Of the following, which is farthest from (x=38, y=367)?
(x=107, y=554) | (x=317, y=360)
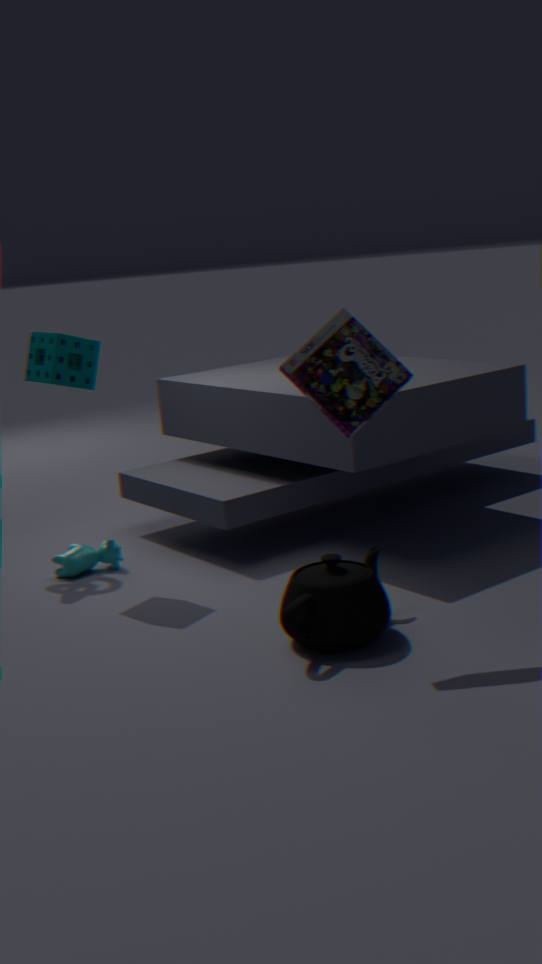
(x=317, y=360)
